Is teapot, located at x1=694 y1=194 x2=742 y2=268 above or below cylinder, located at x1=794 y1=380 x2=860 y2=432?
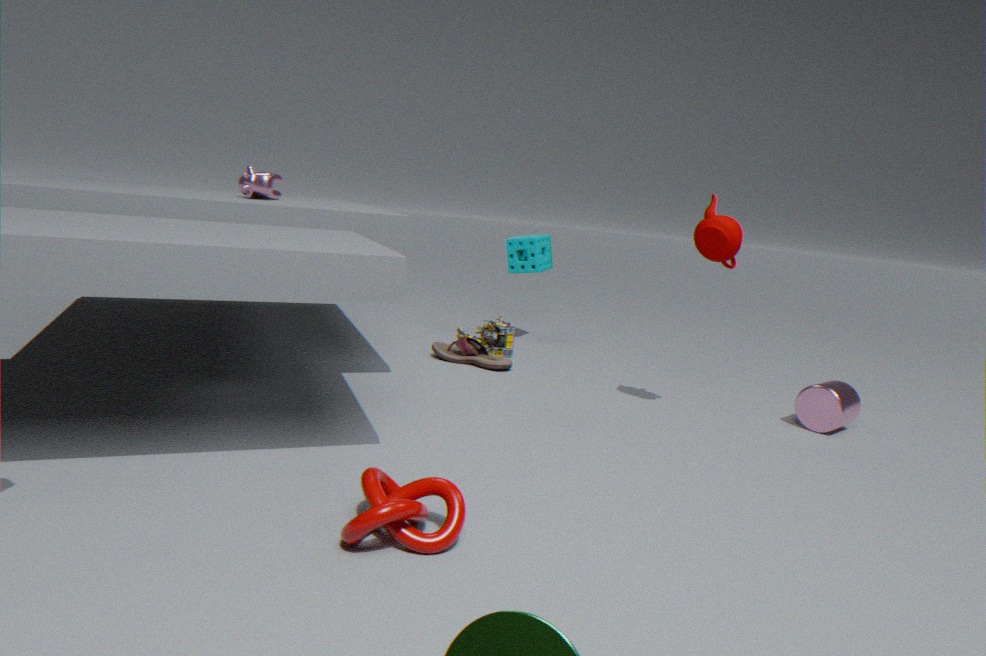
above
